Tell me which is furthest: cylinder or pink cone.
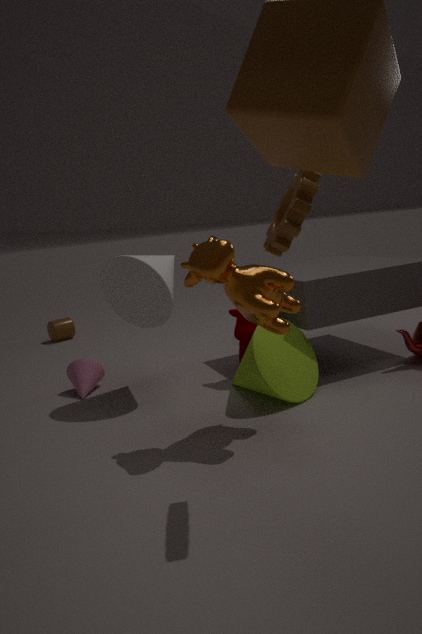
cylinder
